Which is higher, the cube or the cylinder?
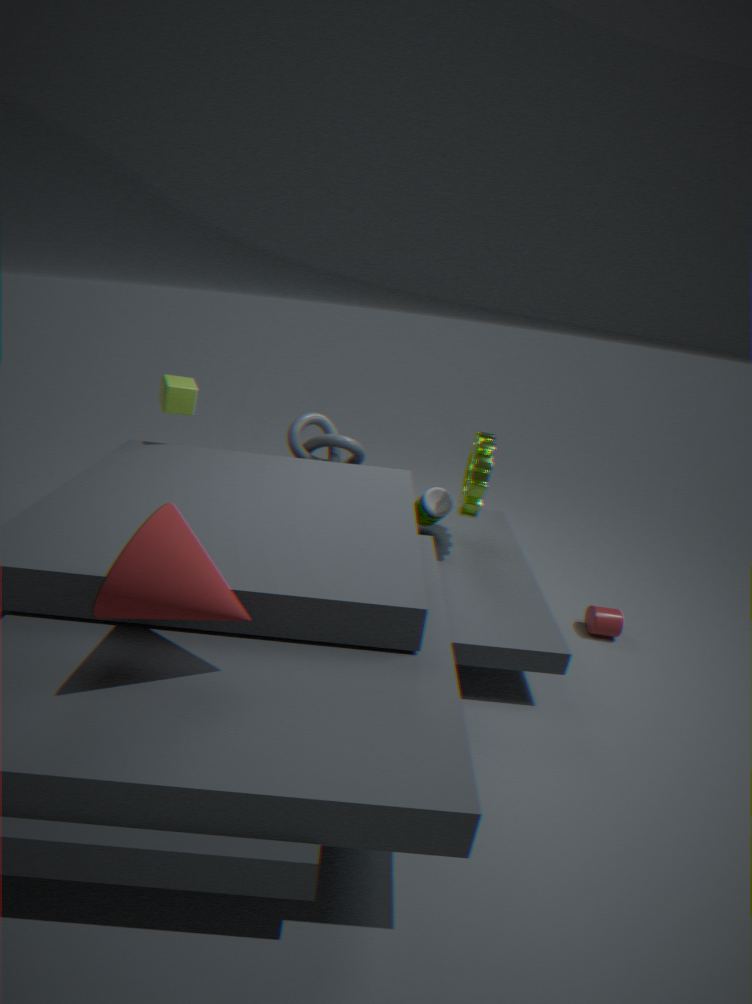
the cube
